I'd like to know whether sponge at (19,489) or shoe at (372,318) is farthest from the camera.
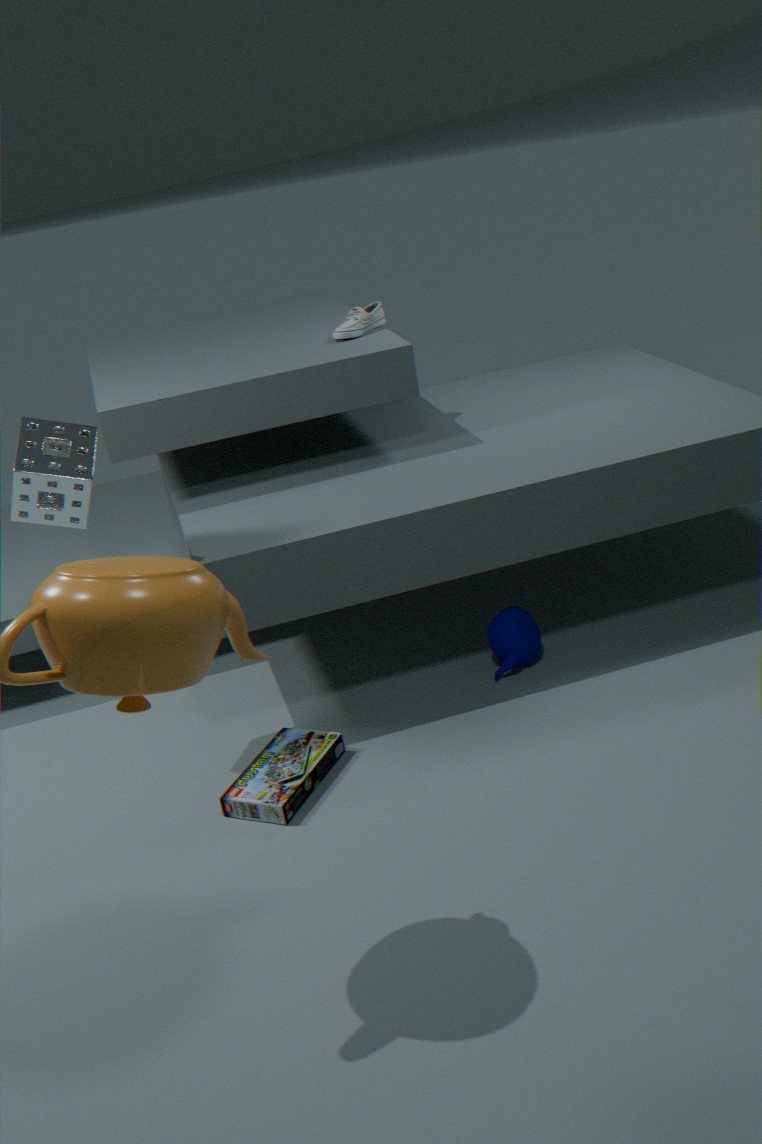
shoe at (372,318)
